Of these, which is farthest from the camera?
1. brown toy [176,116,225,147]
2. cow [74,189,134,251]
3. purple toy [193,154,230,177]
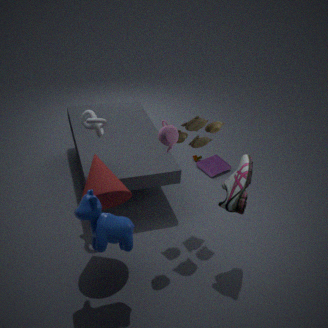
purple toy [193,154,230,177]
